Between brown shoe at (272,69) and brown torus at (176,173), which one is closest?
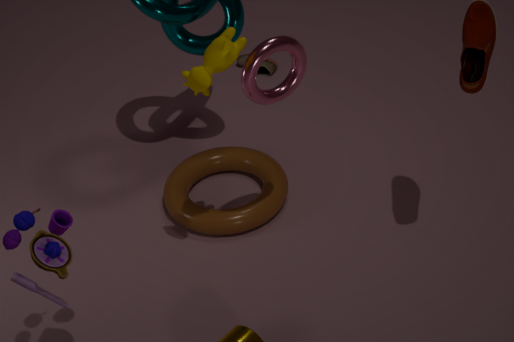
brown torus at (176,173)
